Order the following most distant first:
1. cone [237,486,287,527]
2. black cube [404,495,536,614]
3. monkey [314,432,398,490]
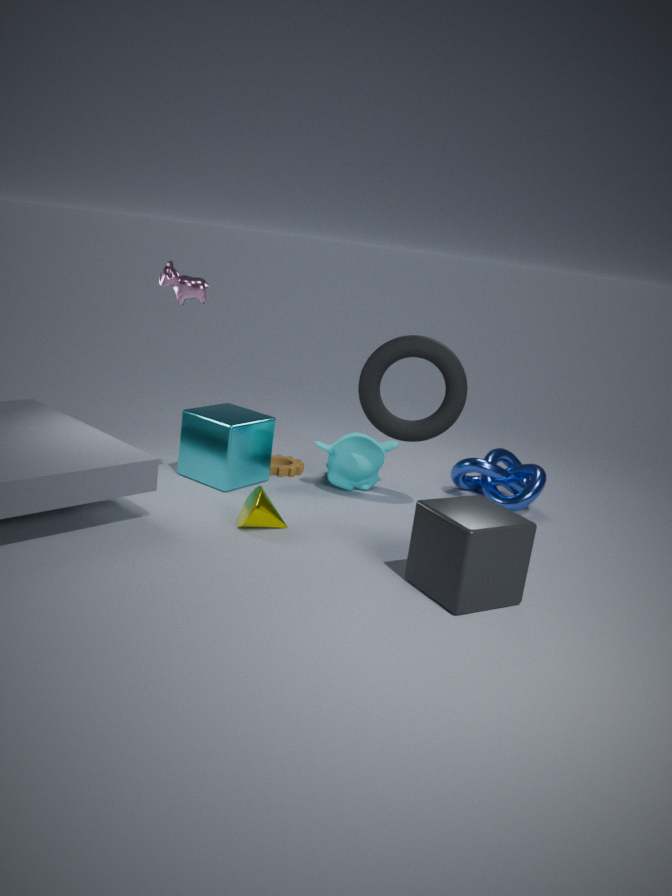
monkey [314,432,398,490] → cone [237,486,287,527] → black cube [404,495,536,614]
